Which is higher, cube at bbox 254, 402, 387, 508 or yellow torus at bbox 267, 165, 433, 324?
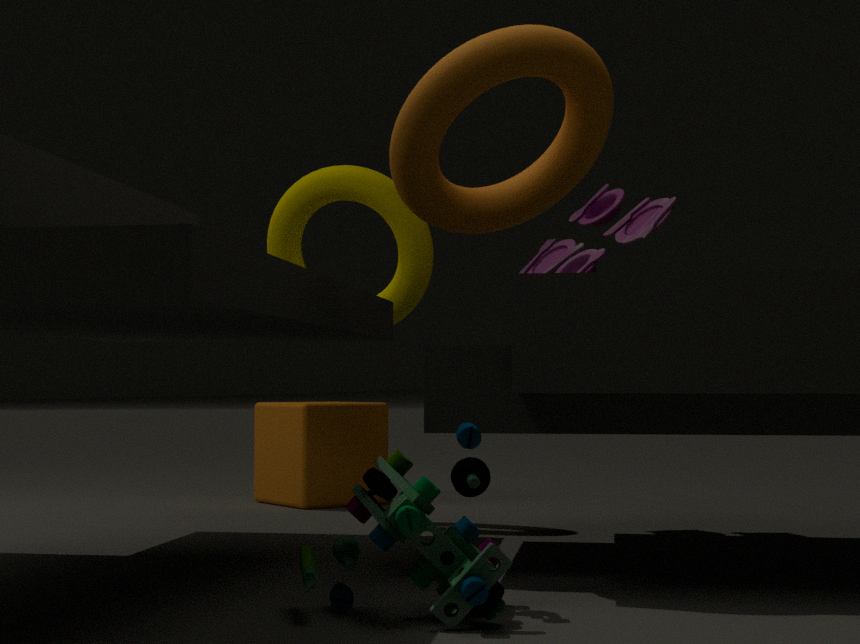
yellow torus at bbox 267, 165, 433, 324
